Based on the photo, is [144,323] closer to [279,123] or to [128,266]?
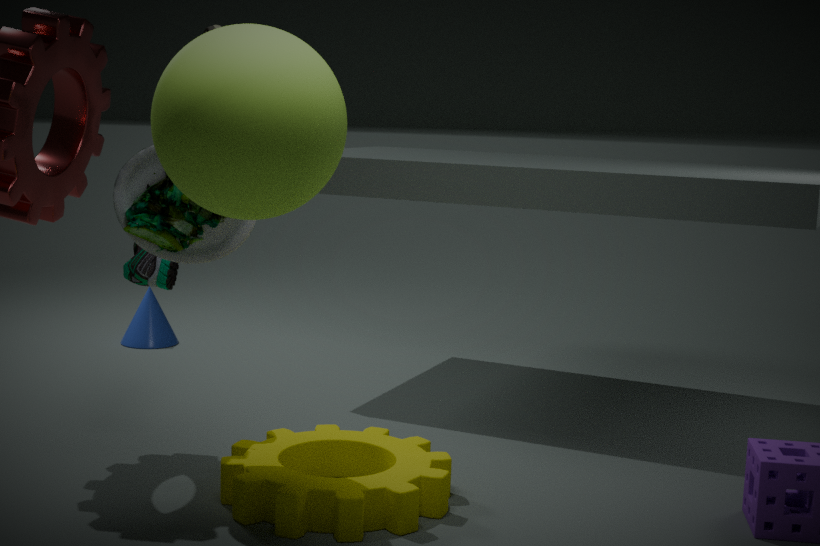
[128,266]
